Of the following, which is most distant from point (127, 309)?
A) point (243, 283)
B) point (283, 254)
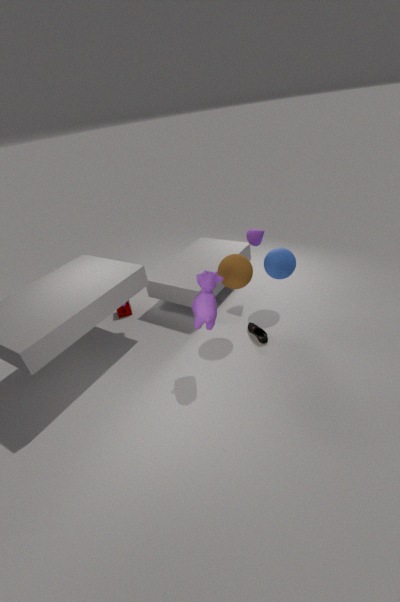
point (283, 254)
